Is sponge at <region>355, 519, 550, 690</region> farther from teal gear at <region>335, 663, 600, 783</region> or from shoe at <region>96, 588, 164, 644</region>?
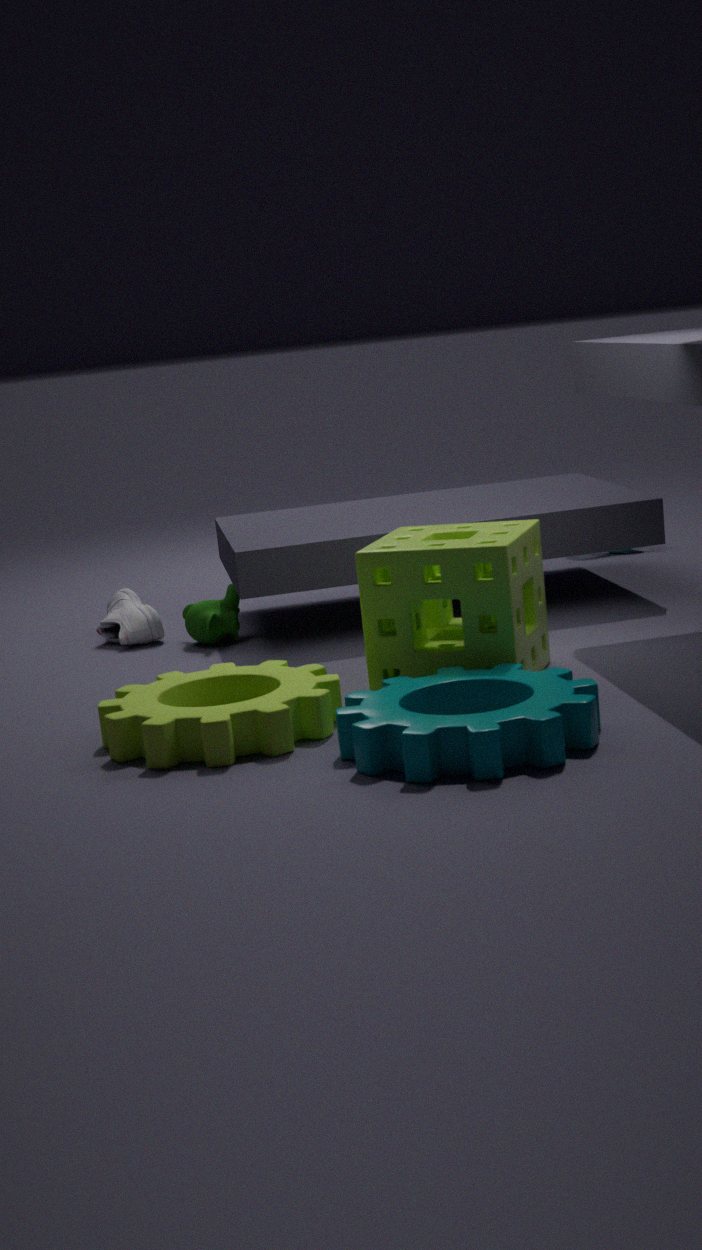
shoe at <region>96, 588, 164, 644</region>
